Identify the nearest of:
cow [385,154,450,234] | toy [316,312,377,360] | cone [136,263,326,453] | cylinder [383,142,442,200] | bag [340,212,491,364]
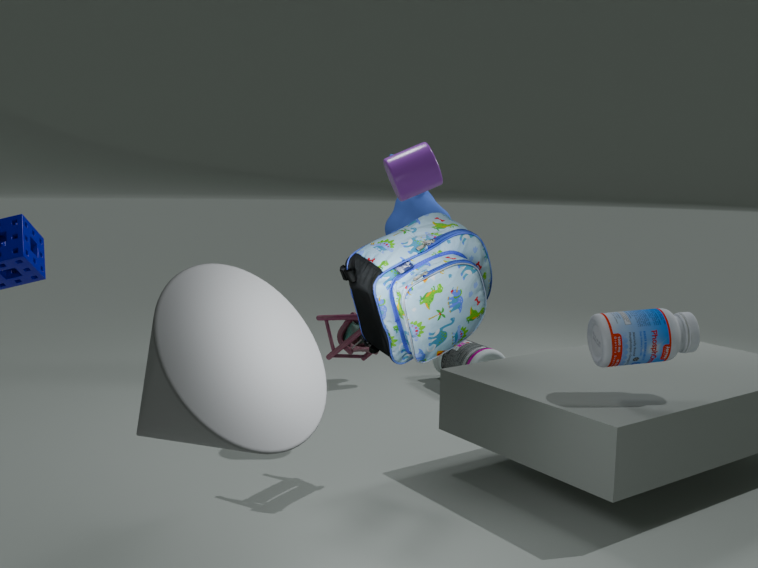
cone [136,263,326,453]
